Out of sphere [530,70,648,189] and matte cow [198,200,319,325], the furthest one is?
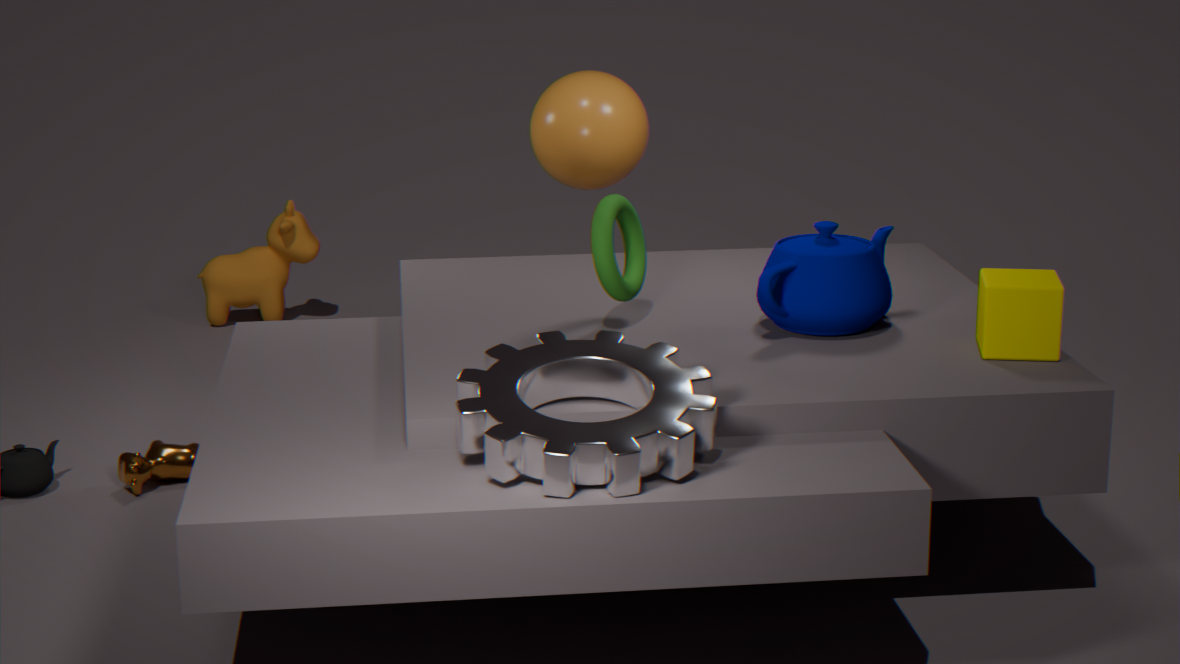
matte cow [198,200,319,325]
